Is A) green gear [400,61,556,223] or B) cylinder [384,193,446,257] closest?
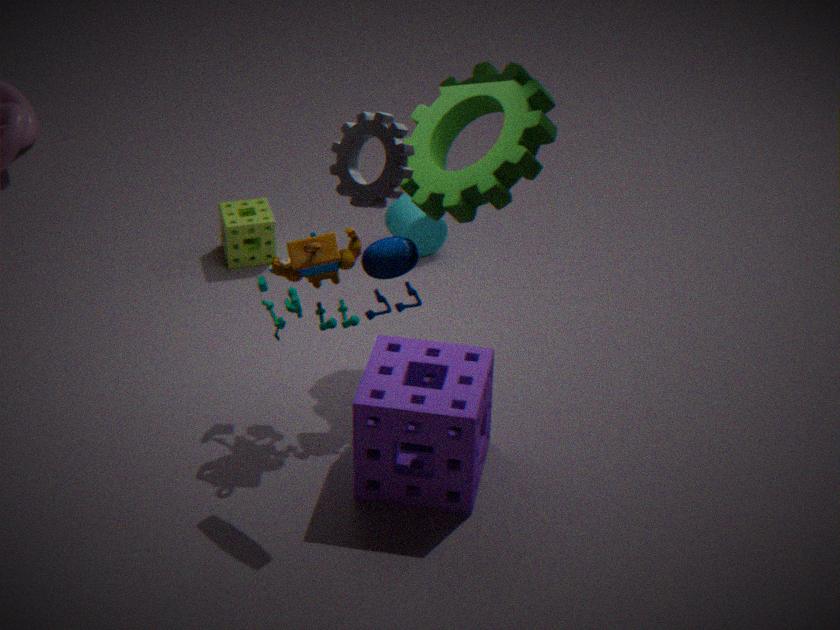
A. green gear [400,61,556,223]
